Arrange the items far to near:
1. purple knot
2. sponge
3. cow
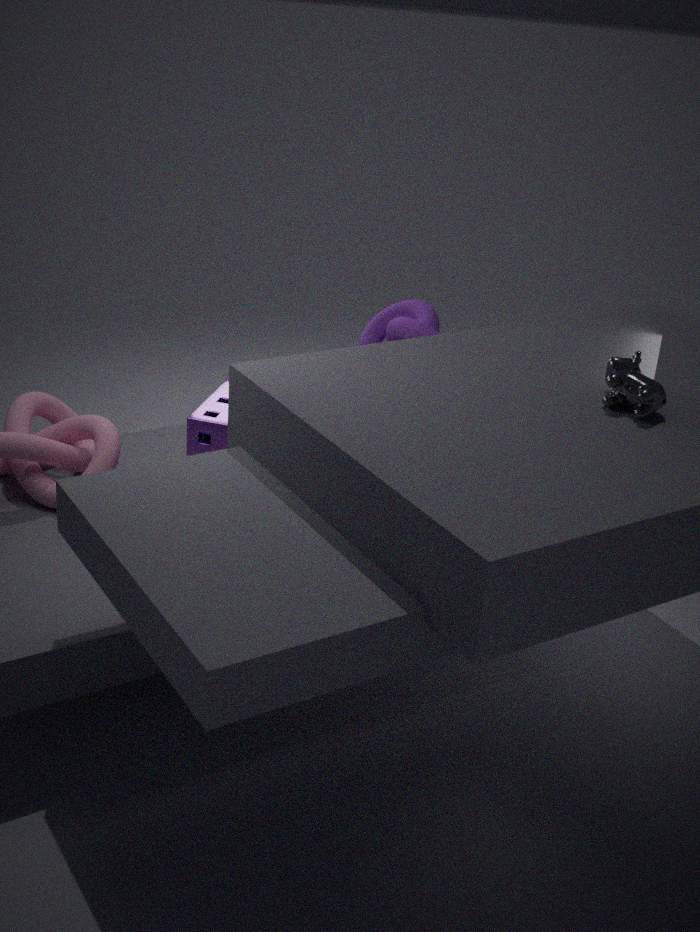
purple knot
sponge
cow
